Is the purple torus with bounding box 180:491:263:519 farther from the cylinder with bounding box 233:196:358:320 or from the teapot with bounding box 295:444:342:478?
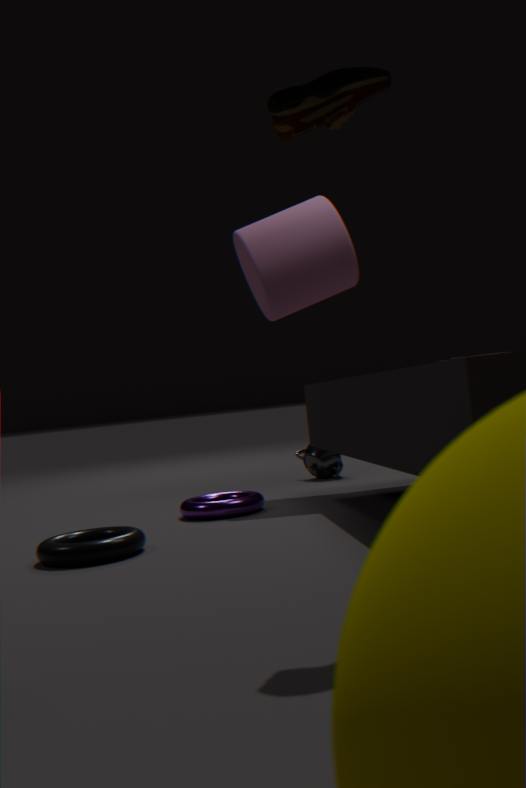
the cylinder with bounding box 233:196:358:320
